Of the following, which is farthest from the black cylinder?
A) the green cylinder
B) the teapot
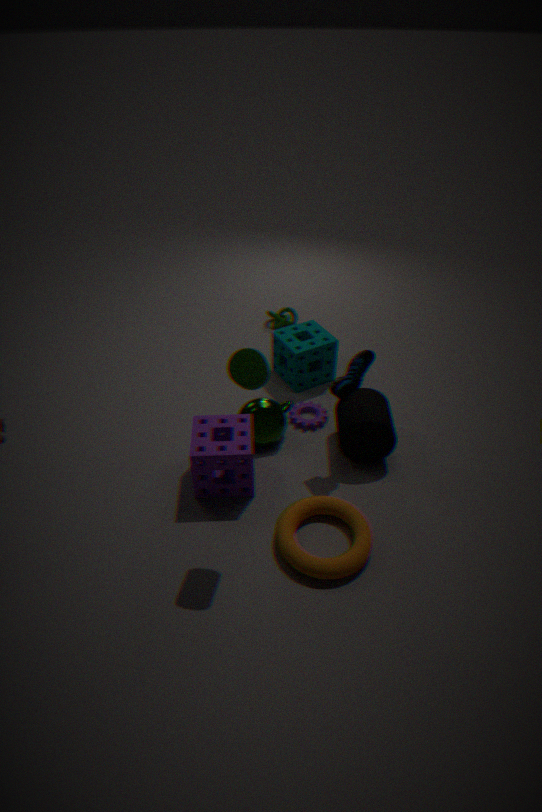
the green cylinder
